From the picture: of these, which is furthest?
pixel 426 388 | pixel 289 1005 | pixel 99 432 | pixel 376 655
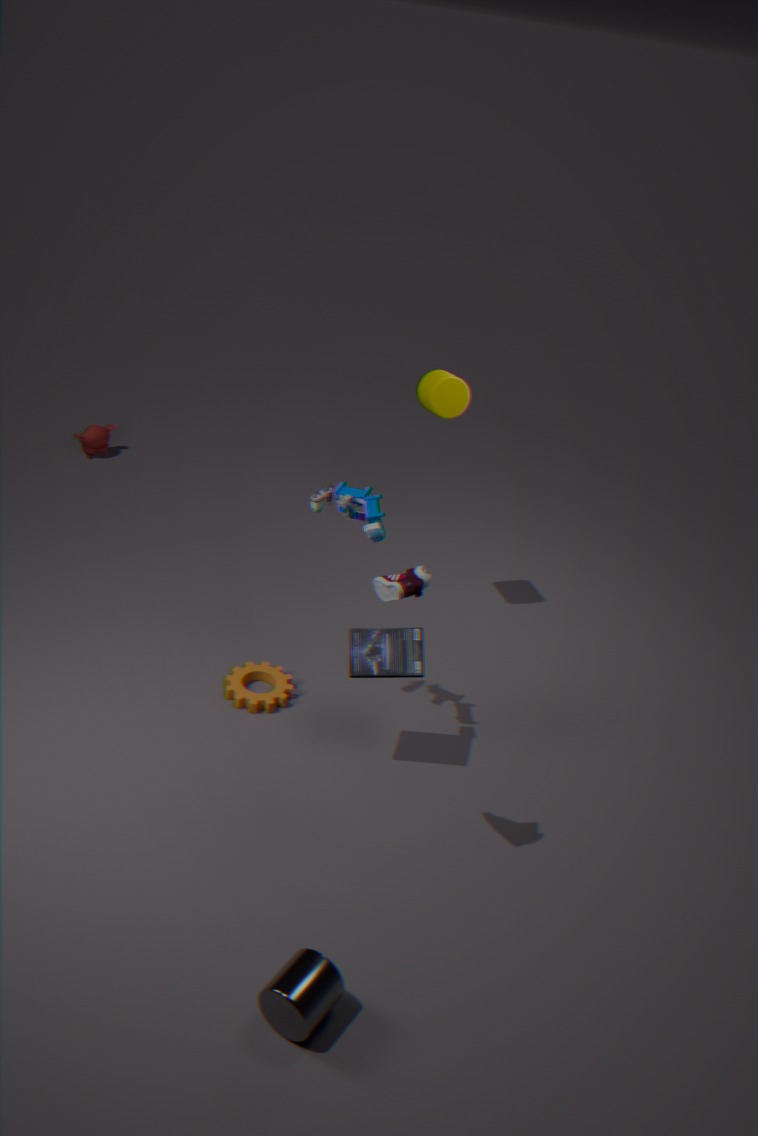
pixel 99 432
